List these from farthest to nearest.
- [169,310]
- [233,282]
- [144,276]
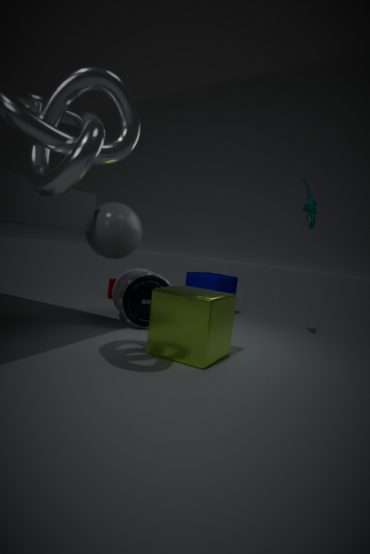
[233,282] → [144,276] → [169,310]
